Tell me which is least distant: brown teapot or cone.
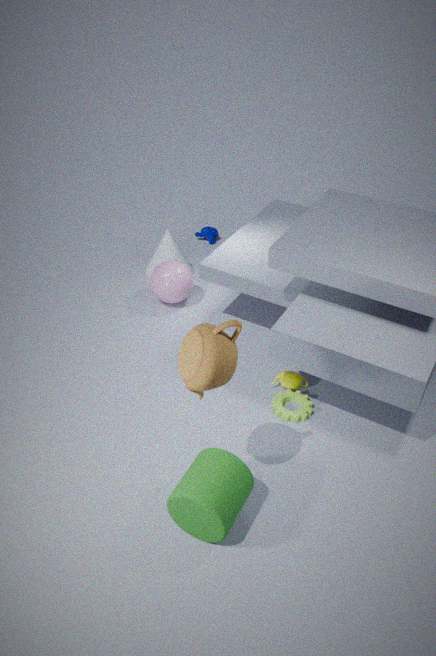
brown teapot
